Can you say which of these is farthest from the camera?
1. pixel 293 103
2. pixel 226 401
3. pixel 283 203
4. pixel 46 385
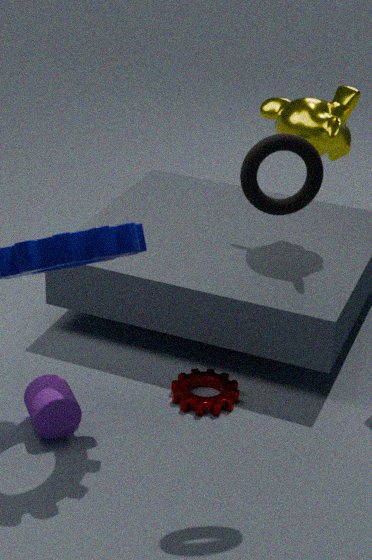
pixel 293 103
